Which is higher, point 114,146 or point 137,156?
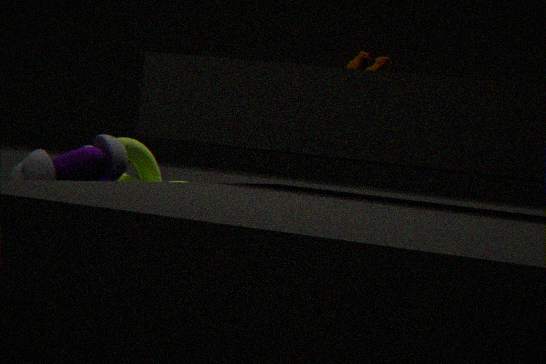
point 114,146
